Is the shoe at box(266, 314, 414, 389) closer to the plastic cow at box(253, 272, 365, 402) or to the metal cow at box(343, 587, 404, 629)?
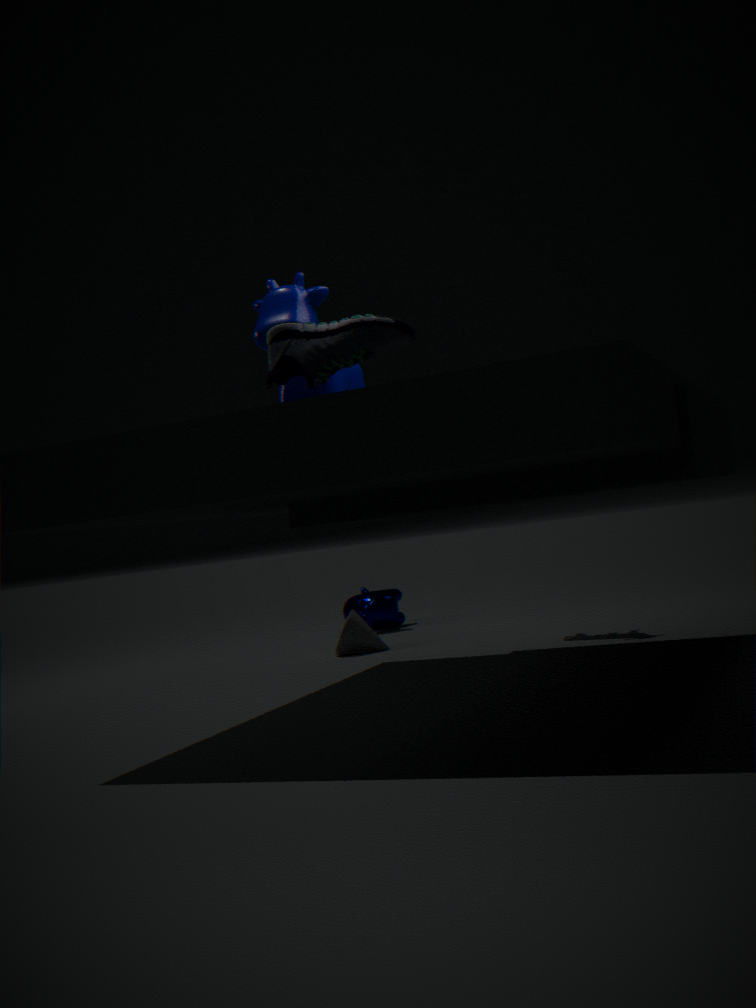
the plastic cow at box(253, 272, 365, 402)
